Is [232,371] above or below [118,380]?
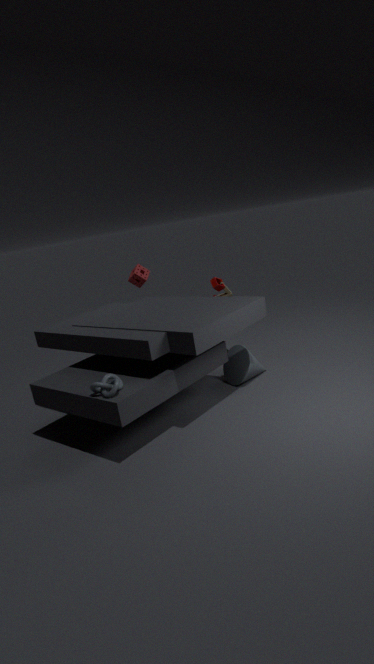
below
